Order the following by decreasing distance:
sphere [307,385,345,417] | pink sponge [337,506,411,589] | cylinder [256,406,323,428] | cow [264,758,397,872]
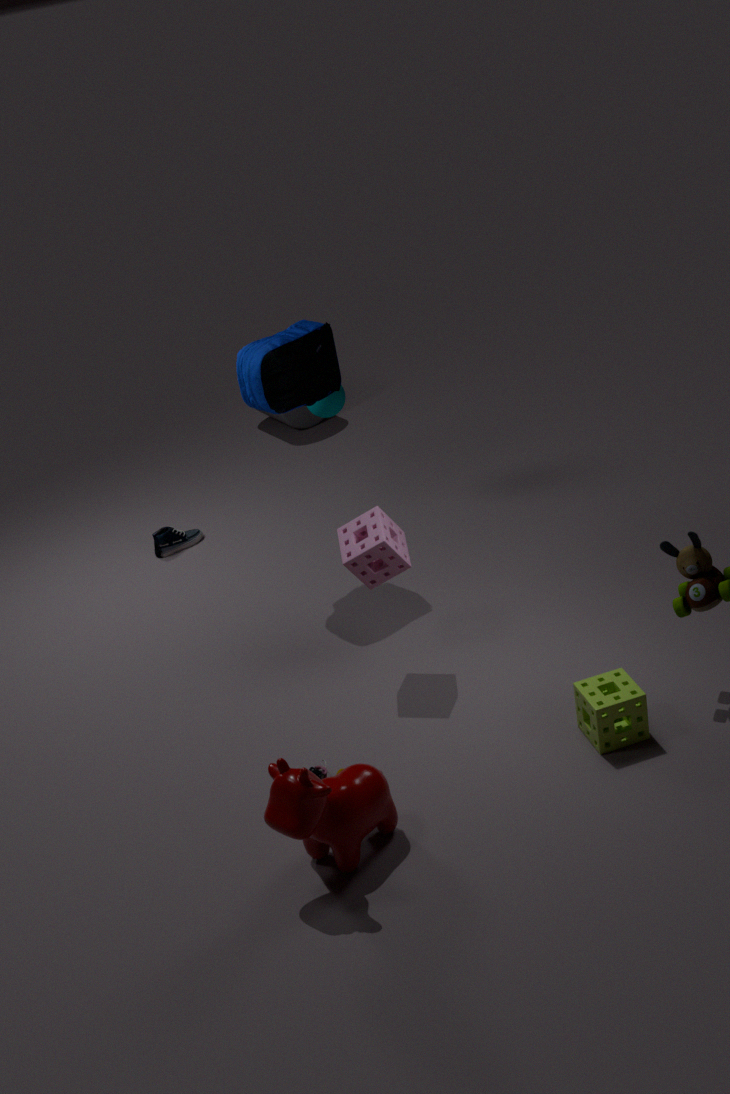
cylinder [256,406,323,428]
sphere [307,385,345,417]
pink sponge [337,506,411,589]
cow [264,758,397,872]
